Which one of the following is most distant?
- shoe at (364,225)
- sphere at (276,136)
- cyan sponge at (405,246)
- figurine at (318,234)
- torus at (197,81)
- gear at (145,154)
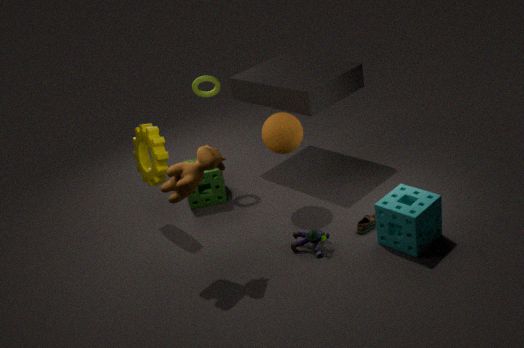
torus at (197,81)
